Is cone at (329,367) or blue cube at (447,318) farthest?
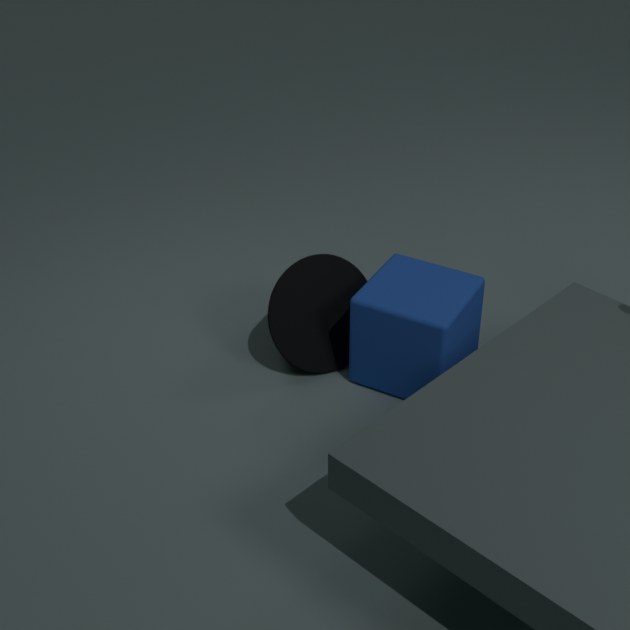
cone at (329,367)
